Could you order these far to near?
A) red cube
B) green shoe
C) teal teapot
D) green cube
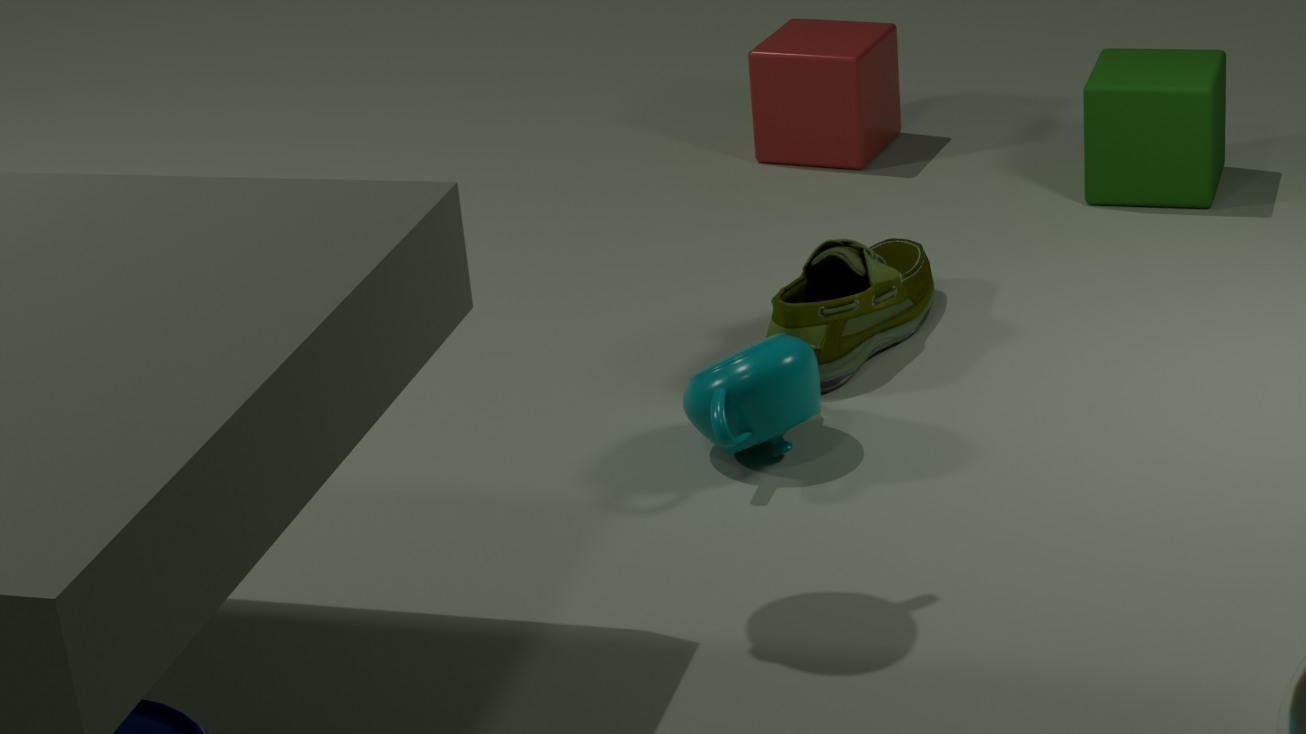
red cube, green cube, green shoe, teal teapot
